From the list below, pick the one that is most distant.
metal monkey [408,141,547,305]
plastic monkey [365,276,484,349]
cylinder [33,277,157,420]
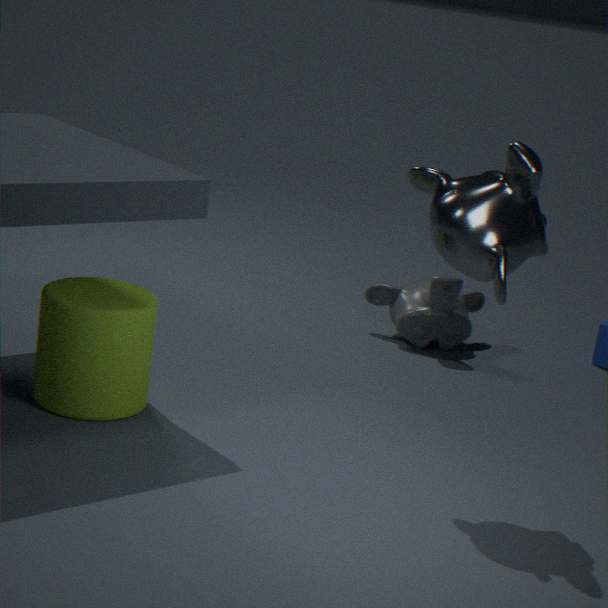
plastic monkey [365,276,484,349]
